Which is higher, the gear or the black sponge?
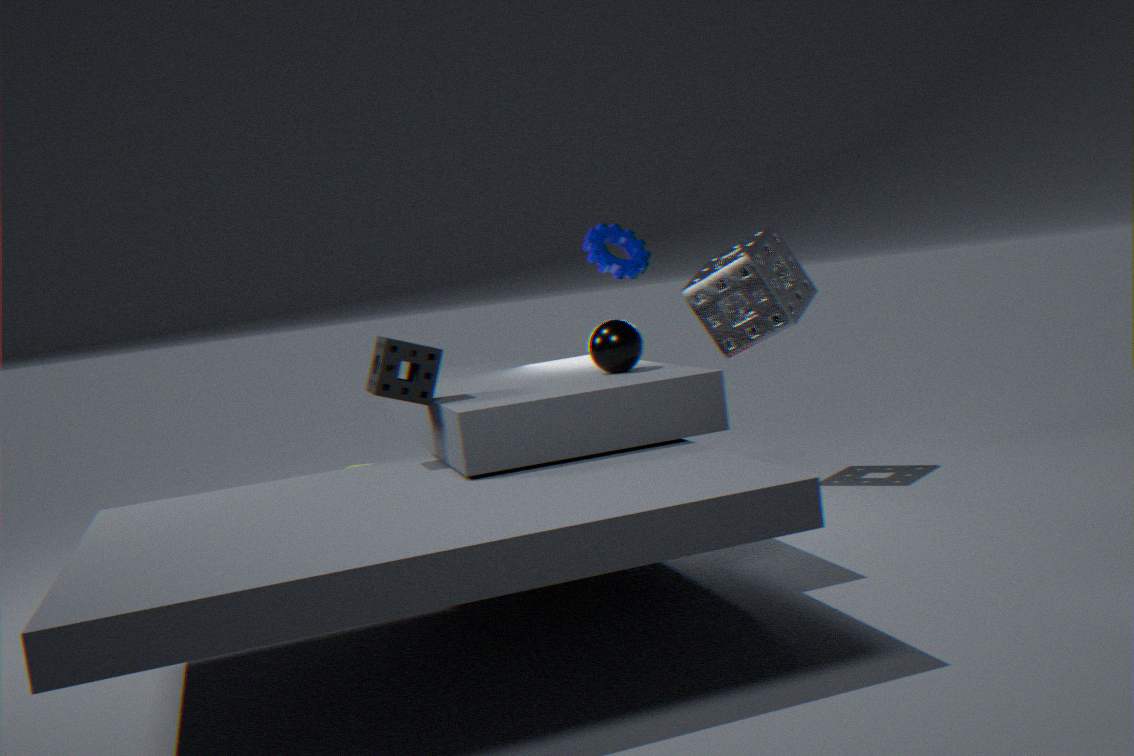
the gear
